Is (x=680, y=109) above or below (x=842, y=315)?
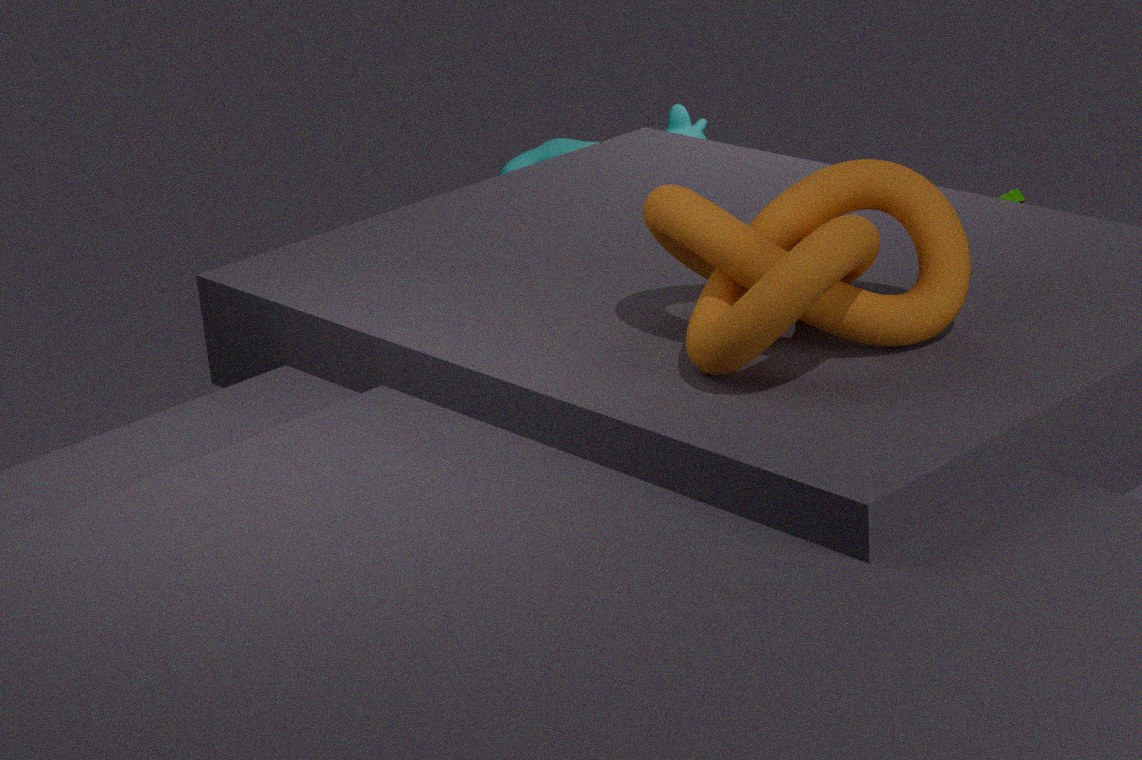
below
